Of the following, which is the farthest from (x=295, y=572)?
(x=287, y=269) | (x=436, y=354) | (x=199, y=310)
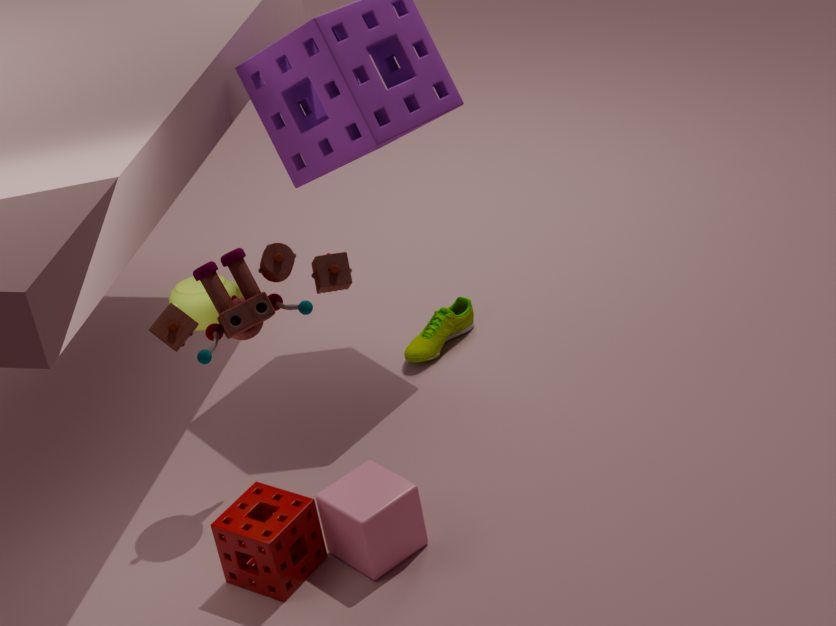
(x=436, y=354)
